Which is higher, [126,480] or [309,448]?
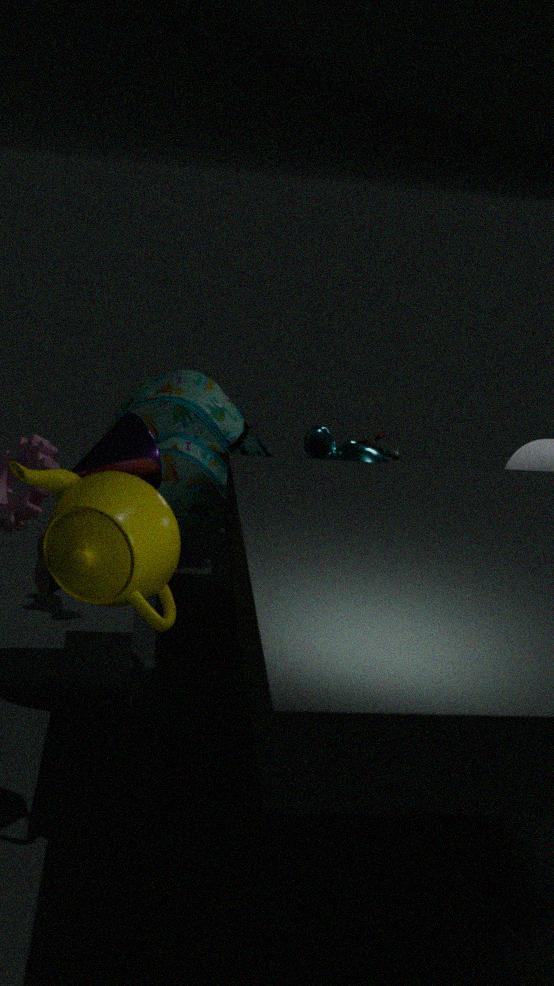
[126,480]
